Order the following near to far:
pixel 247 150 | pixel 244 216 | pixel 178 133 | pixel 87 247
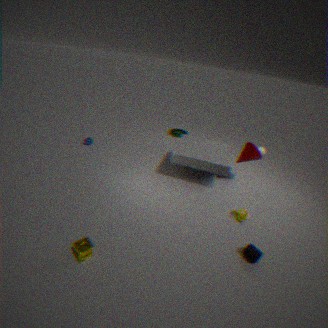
pixel 87 247 < pixel 244 216 < pixel 247 150 < pixel 178 133
